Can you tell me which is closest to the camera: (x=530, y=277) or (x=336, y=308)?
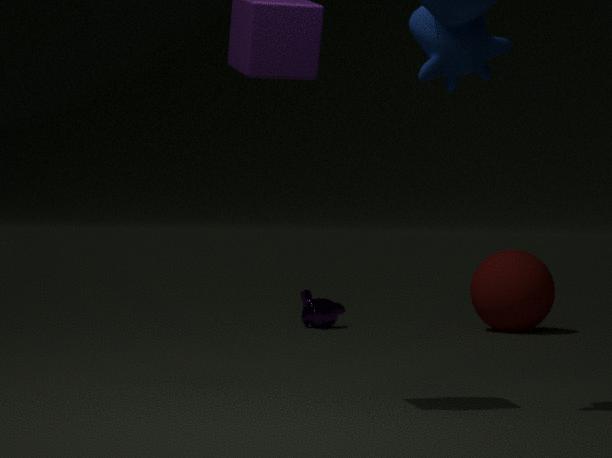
(x=530, y=277)
